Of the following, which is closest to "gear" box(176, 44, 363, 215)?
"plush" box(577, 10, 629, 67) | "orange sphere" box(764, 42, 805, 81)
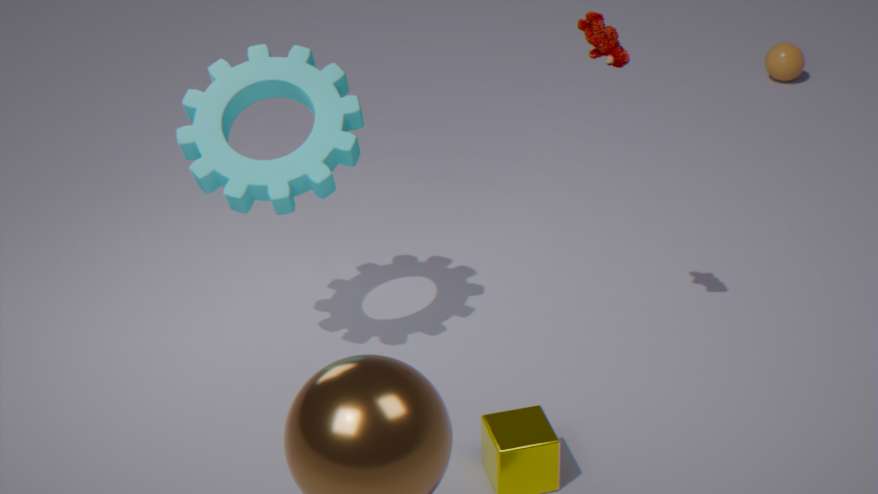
"plush" box(577, 10, 629, 67)
